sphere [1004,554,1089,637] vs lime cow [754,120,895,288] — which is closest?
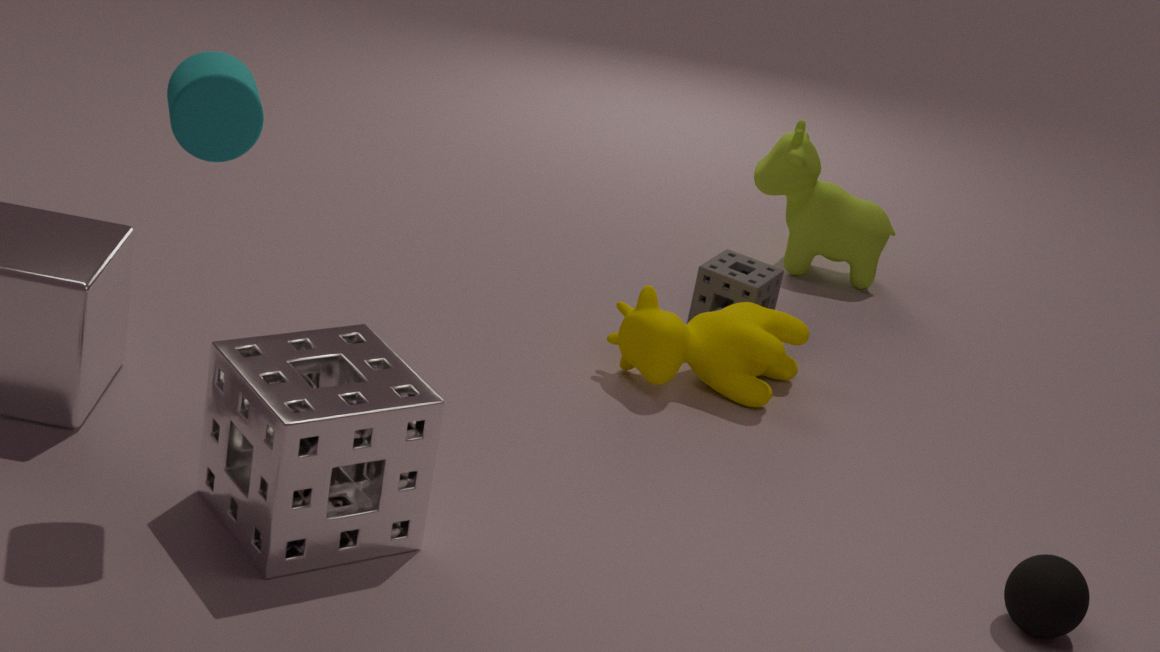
sphere [1004,554,1089,637]
